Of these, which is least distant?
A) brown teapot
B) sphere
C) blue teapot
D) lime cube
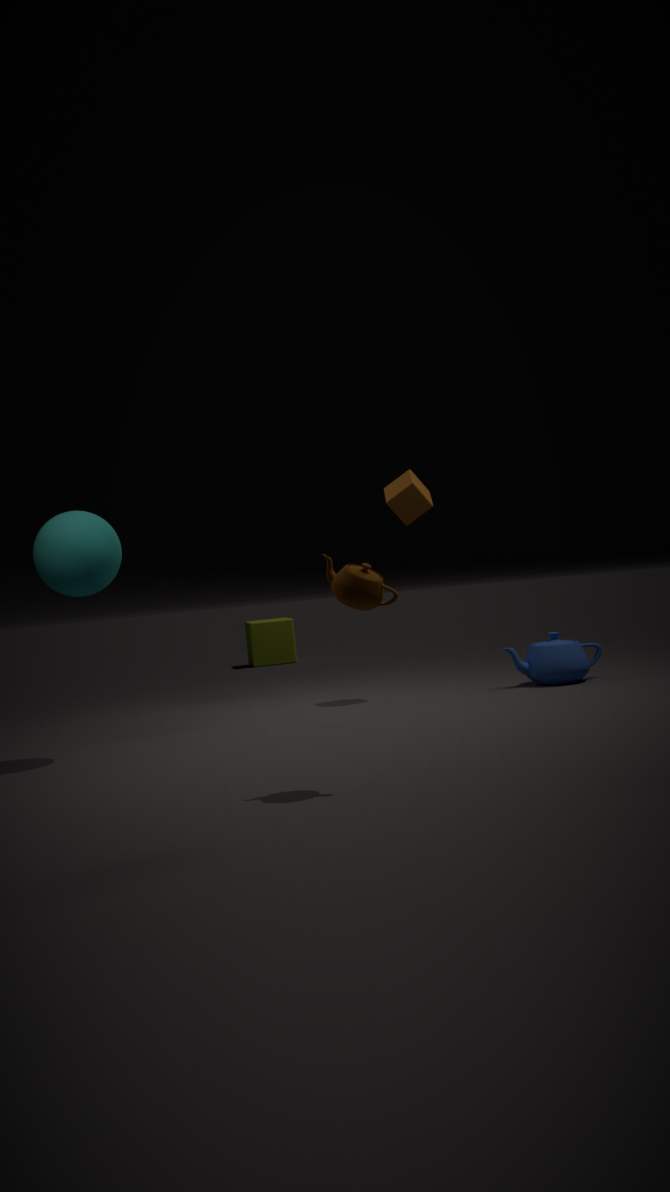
brown teapot
